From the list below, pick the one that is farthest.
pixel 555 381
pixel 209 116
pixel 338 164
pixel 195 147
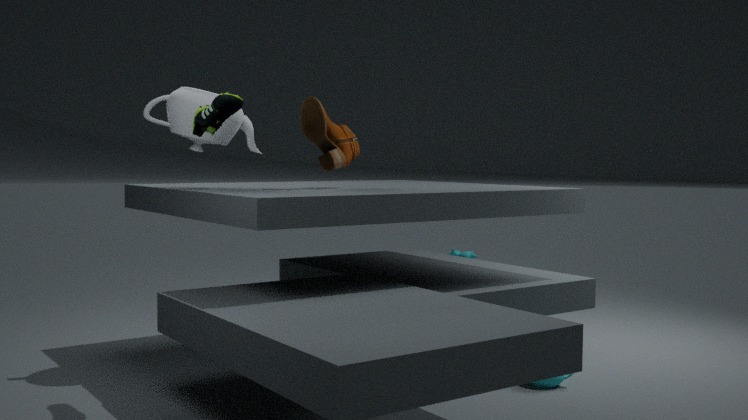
pixel 195 147
